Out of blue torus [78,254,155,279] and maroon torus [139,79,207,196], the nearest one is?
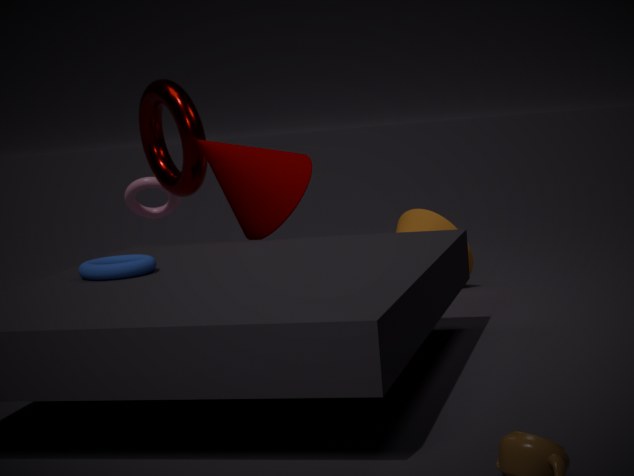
blue torus [78,254,155,279]
